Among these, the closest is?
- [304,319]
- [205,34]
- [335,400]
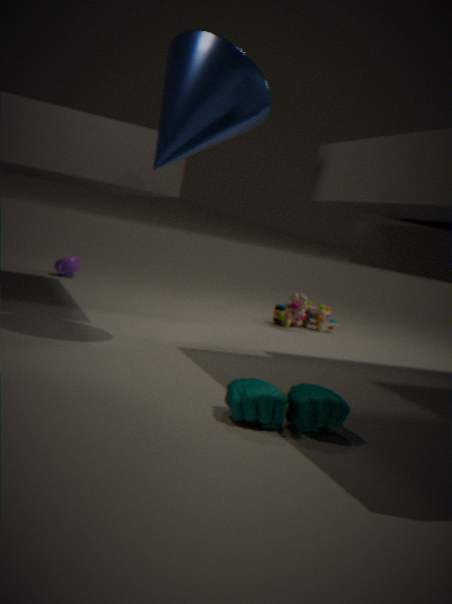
[335,400]
